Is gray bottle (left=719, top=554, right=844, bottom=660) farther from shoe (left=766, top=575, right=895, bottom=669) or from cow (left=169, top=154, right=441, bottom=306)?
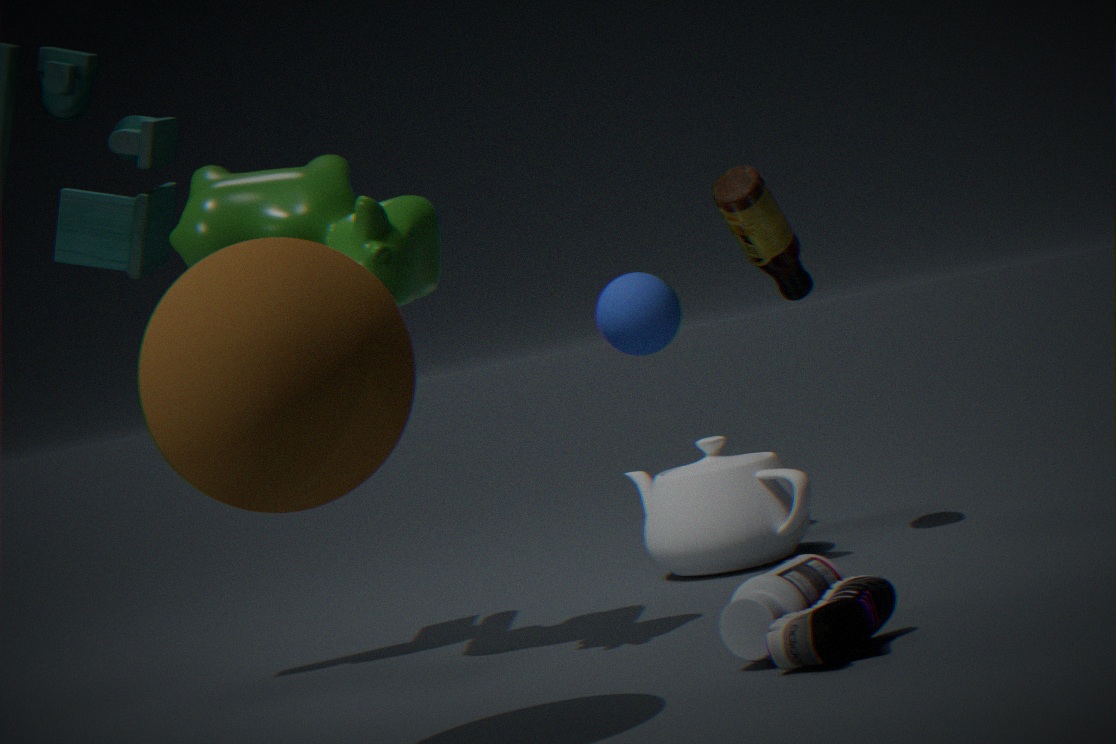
cow (left=169, top=154, right=441, bottom=306)
